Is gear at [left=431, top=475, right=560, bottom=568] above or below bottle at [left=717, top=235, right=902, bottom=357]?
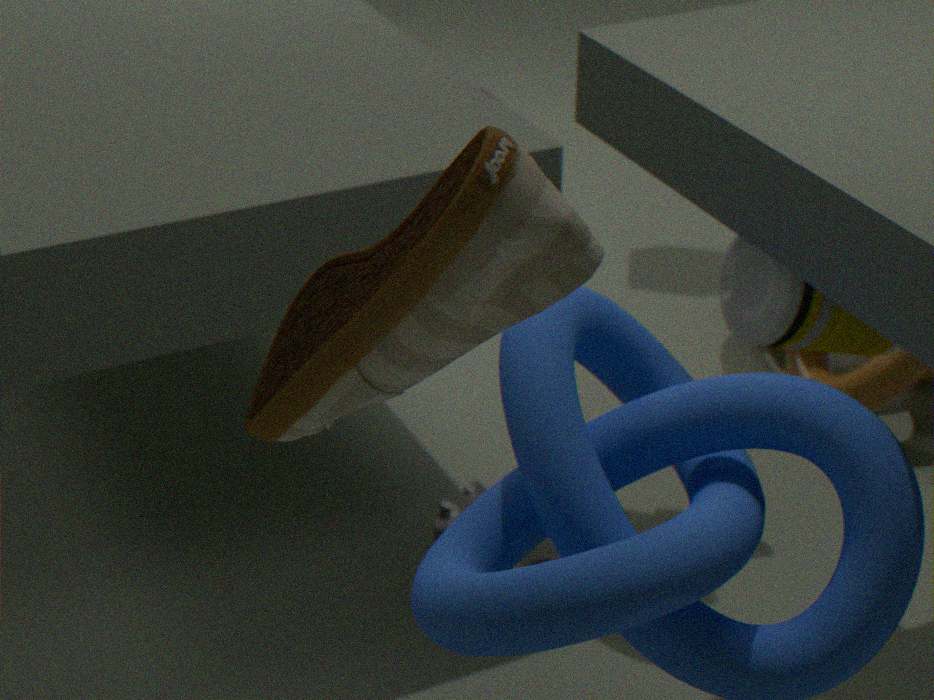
below
